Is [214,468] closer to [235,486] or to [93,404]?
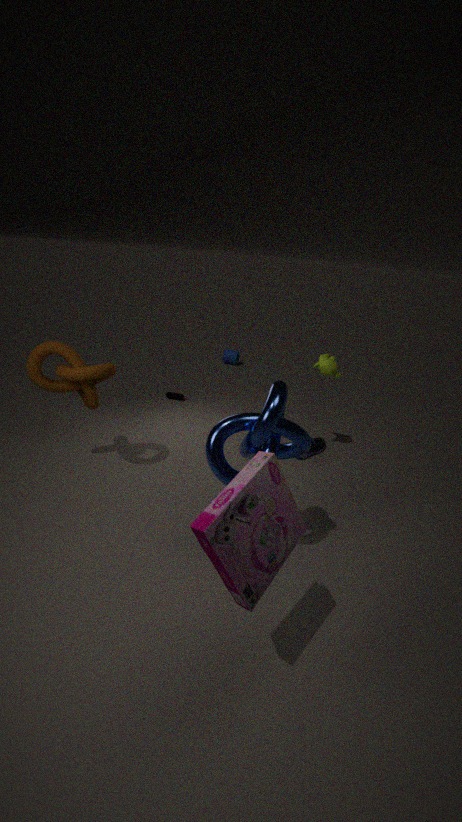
[235,486]
